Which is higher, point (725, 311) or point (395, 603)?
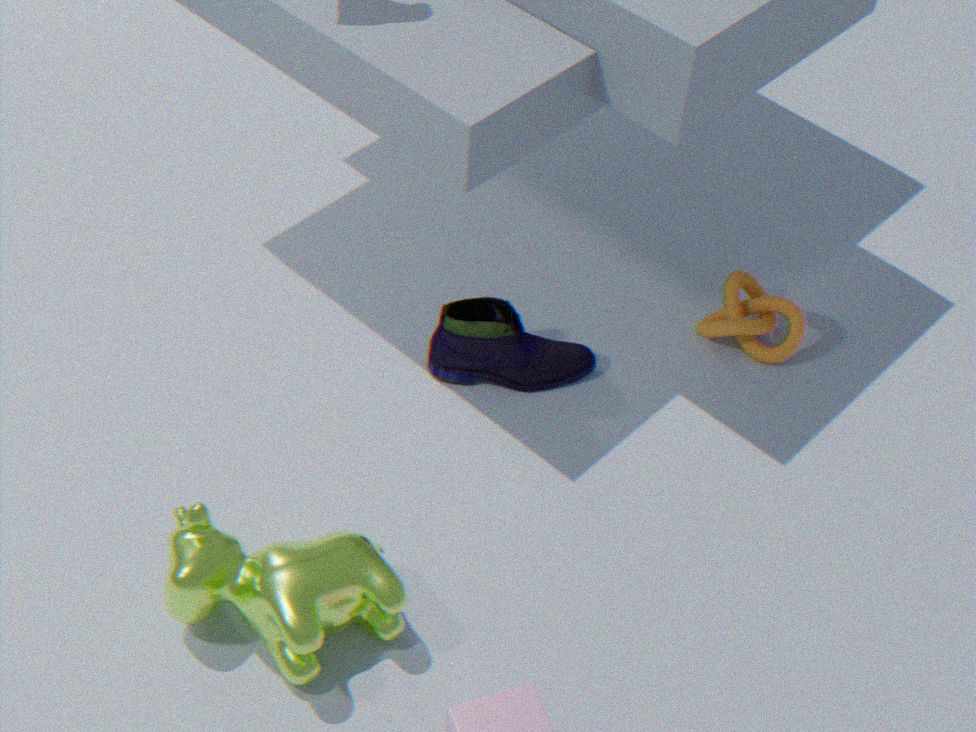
point (395, 603)
